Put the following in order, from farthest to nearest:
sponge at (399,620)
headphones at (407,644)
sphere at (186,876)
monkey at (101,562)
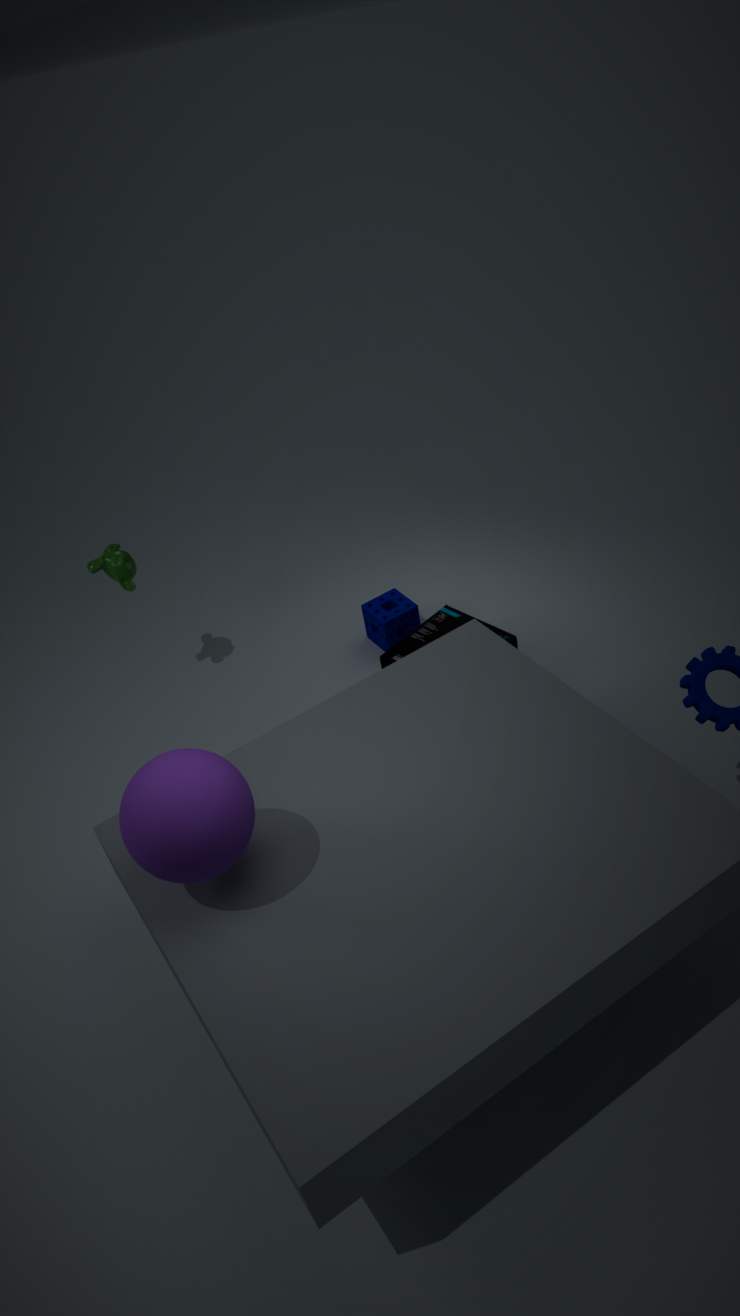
sponge at (399,620) < monkey at (101,562) < headphones at (407,644) < sphere at (186,876)
